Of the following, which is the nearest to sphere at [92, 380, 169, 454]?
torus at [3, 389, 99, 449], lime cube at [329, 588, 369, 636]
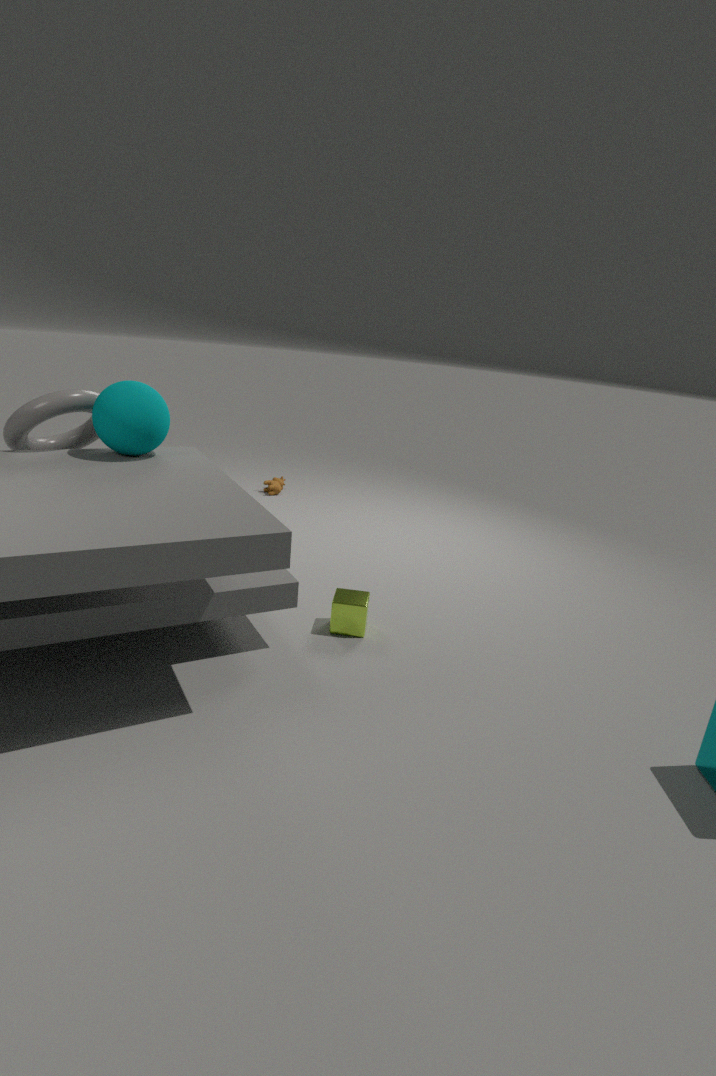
torus at [3, 389, 99, 449]
